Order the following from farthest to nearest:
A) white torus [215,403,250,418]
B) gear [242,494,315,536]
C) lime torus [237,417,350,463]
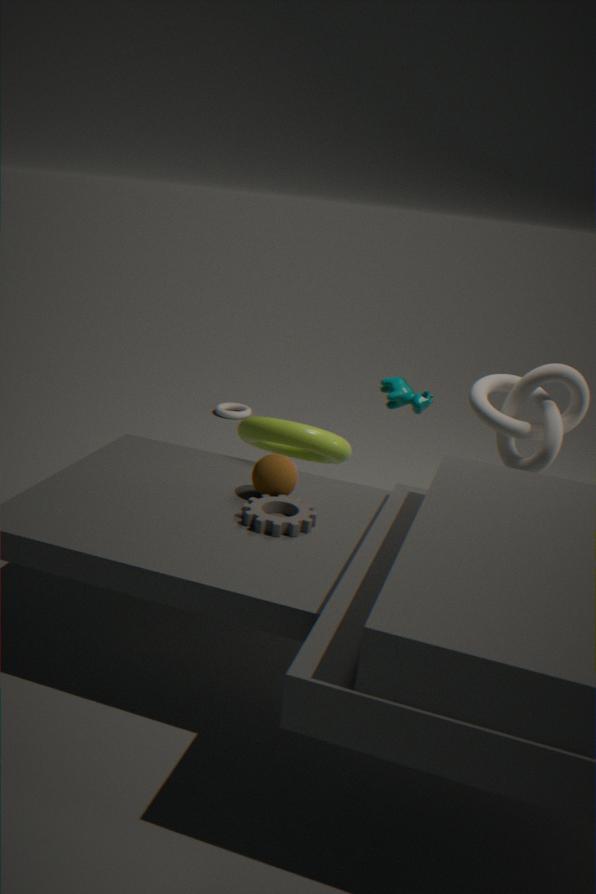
white torus [215,403,250,418] < lime torus [237,417,350,463] < gear [242,494,315,536]
